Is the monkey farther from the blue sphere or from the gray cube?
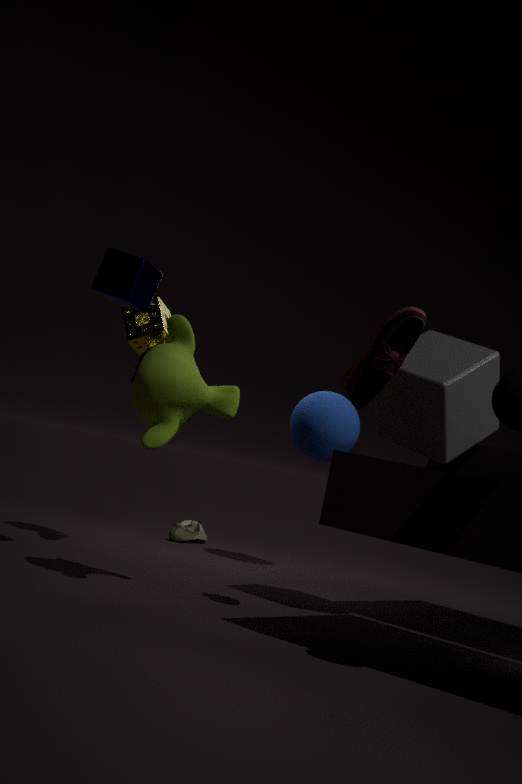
the blue sphere
